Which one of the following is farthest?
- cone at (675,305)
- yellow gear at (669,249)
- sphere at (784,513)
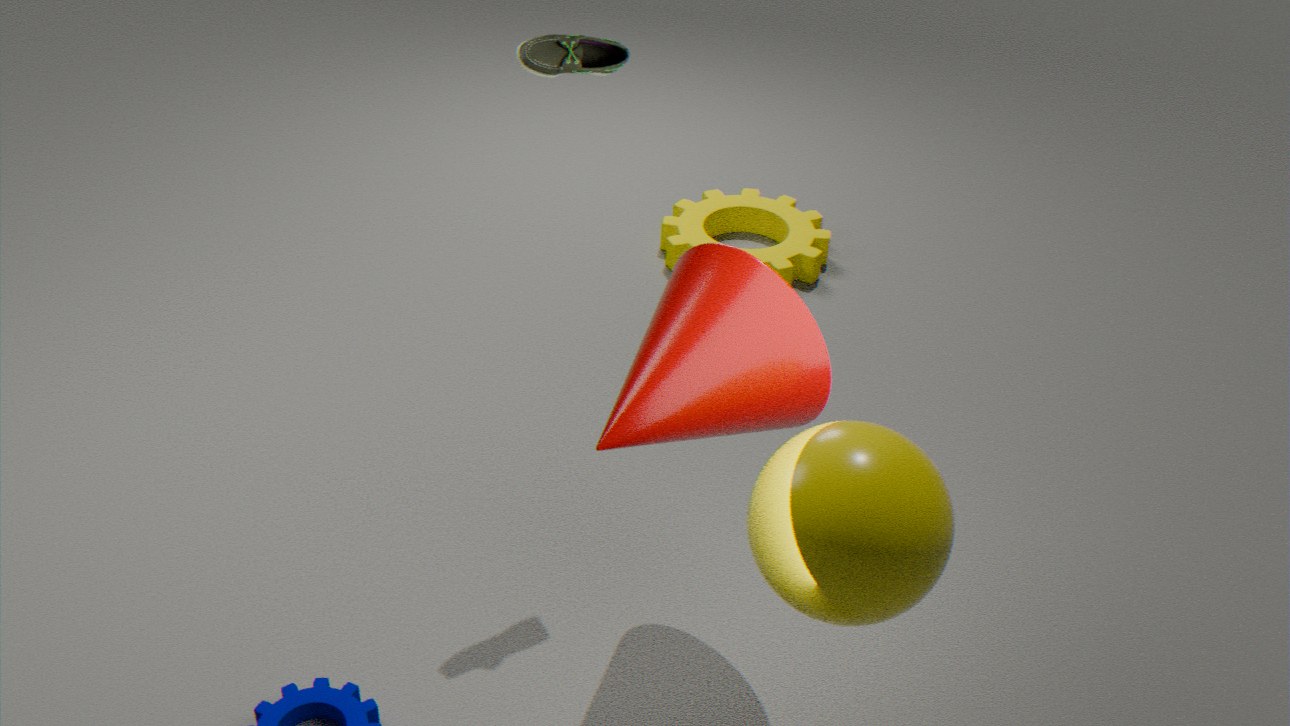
yellow gear at (669,249)
